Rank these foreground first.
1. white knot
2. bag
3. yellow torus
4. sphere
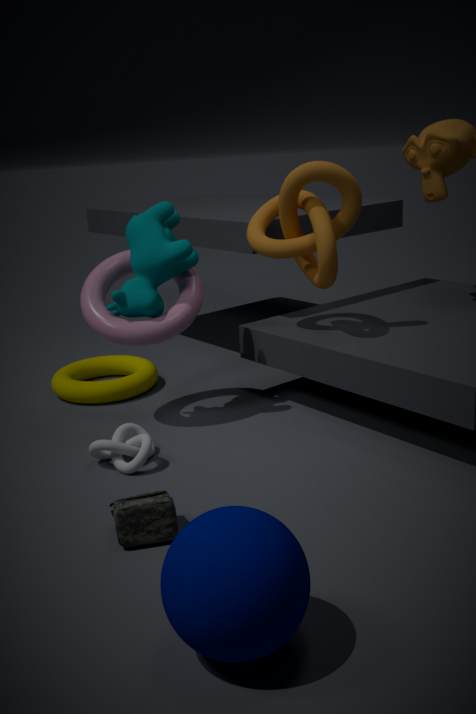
1. sphere
2. bag
3. white knot
4. yellow torus
